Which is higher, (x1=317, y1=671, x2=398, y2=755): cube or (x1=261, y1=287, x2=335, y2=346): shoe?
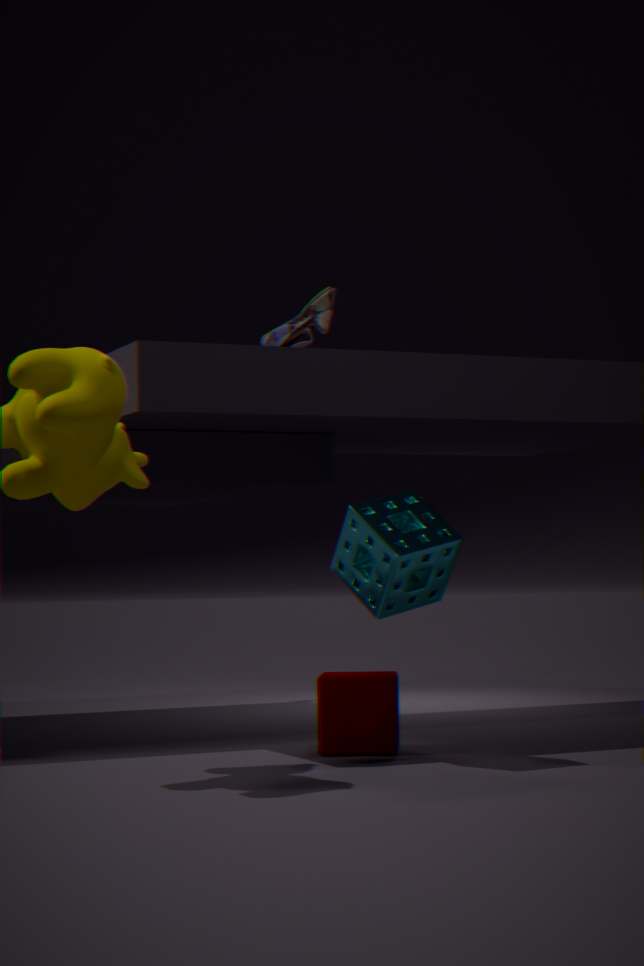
(x1=261, y1=287, x2=335, y2=346): shoe
